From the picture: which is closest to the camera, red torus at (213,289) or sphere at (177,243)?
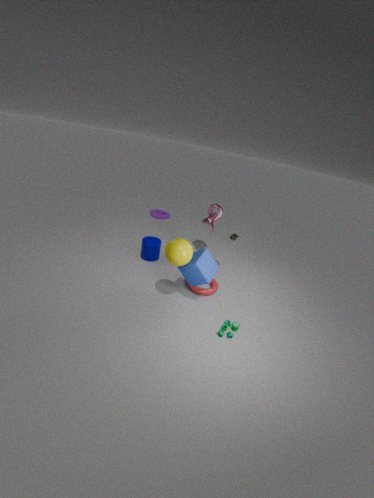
sphere at (177,243)
